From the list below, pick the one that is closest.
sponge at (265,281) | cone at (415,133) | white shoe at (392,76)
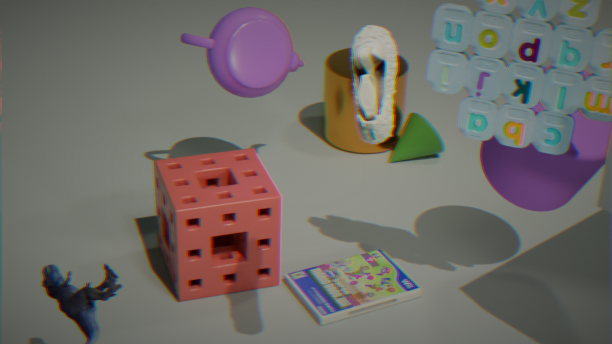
white shoe at (392,76)
